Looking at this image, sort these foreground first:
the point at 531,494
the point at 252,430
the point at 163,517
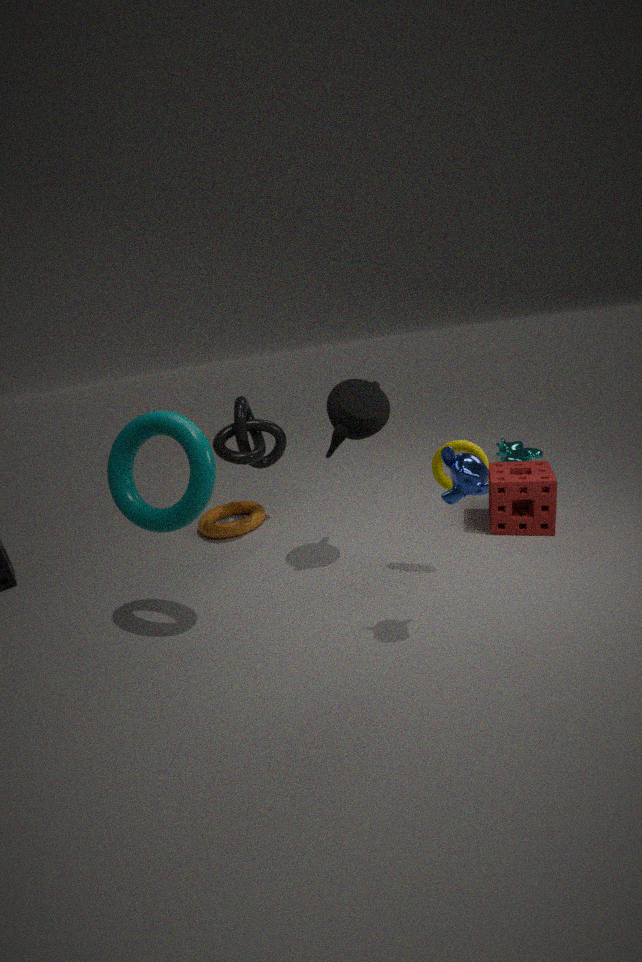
the point at 163,517
the point at 531,494
the point at 252,430
